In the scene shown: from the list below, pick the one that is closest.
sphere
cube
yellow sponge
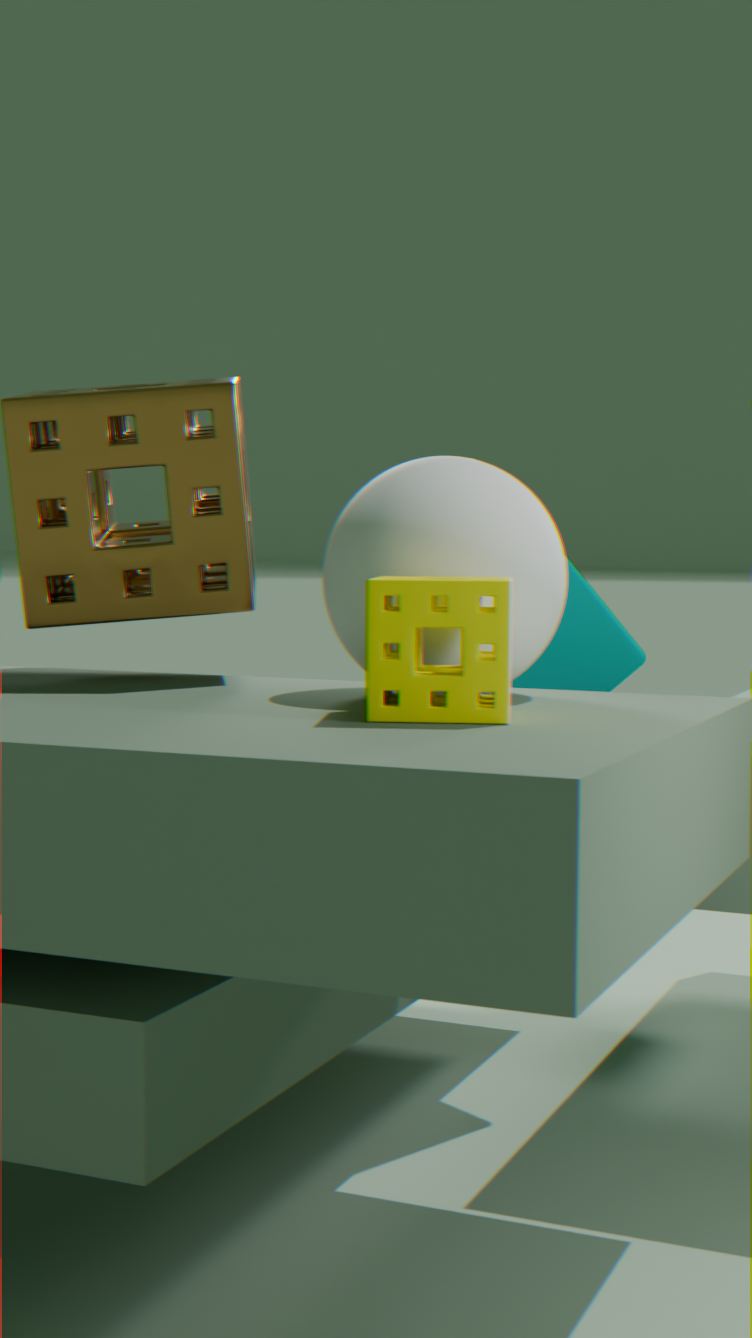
yellow sponge
